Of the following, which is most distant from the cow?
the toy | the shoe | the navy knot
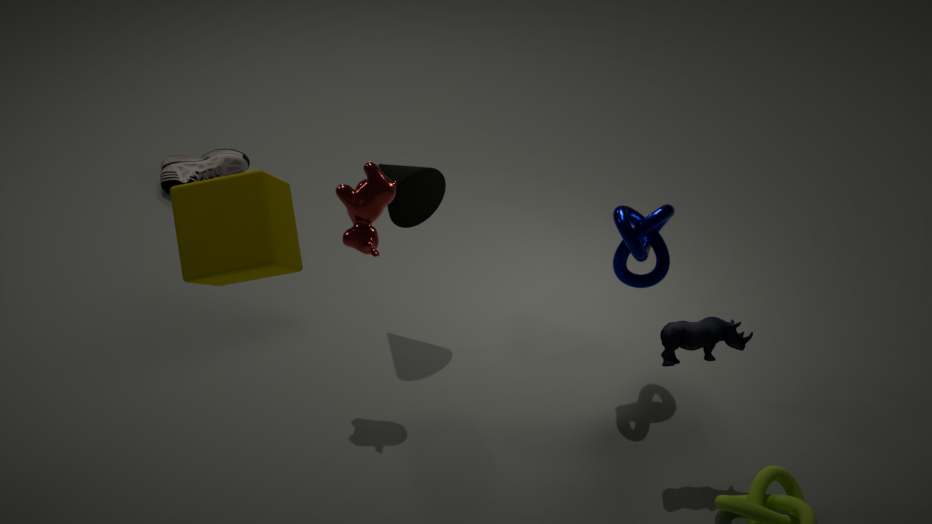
the shoe
